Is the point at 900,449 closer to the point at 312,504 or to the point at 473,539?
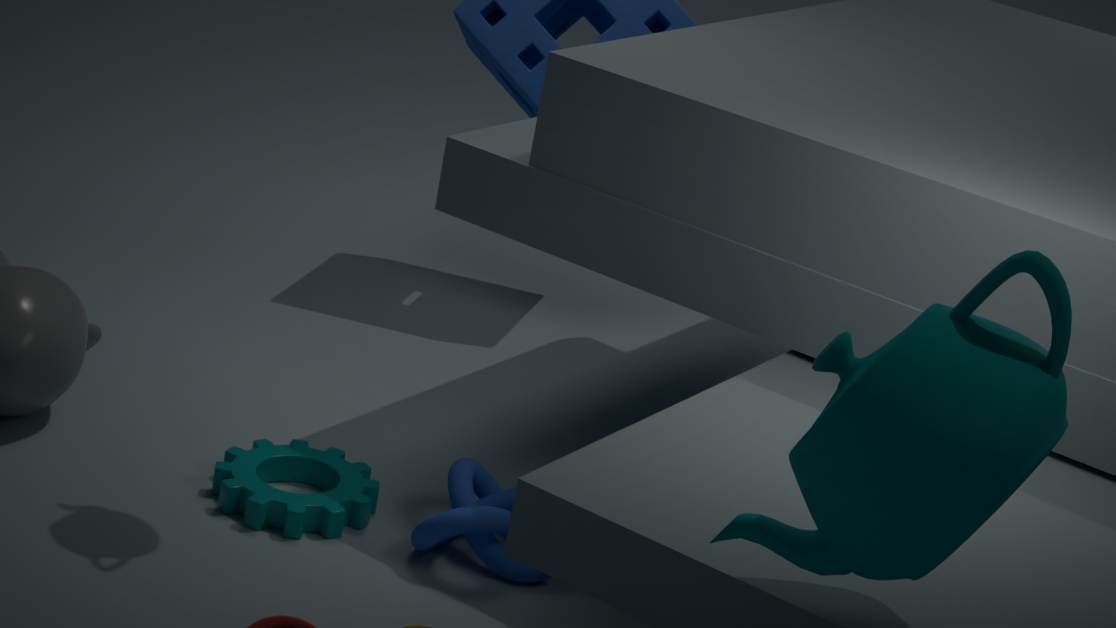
the point at 473,539
